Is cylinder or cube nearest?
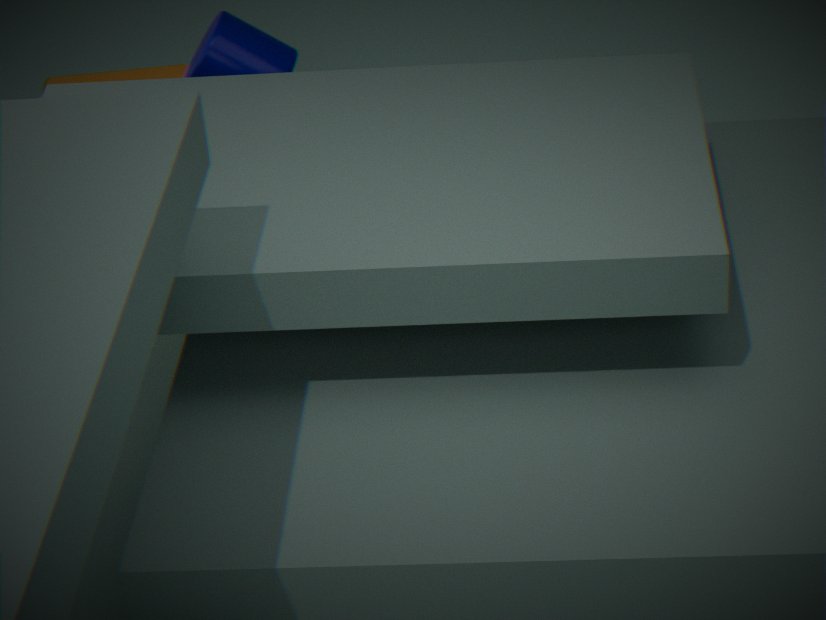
cylinder
